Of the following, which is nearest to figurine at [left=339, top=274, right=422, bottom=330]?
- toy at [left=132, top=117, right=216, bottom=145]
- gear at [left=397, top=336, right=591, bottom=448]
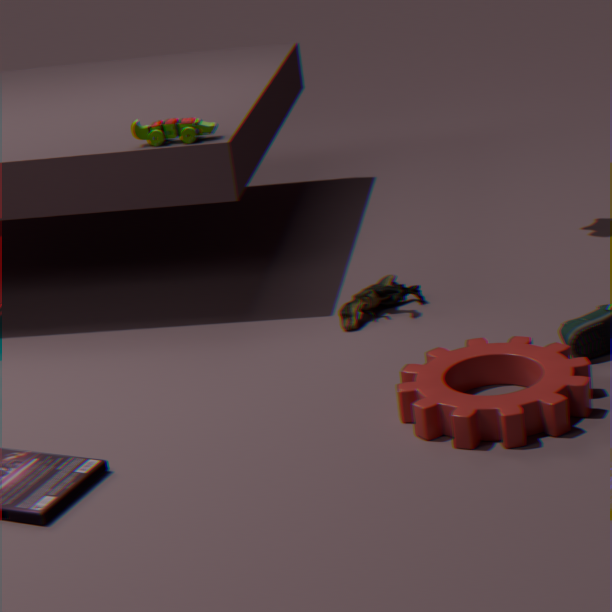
gear at [left=397, top=336, right=591, bottom=448]
